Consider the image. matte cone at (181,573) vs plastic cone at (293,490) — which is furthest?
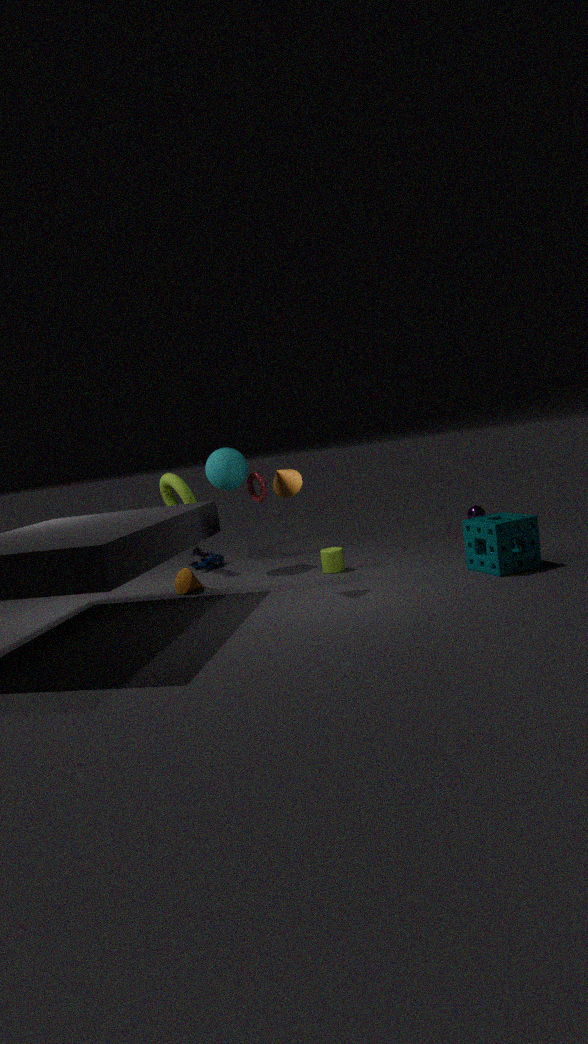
matte cone at (181,573)
